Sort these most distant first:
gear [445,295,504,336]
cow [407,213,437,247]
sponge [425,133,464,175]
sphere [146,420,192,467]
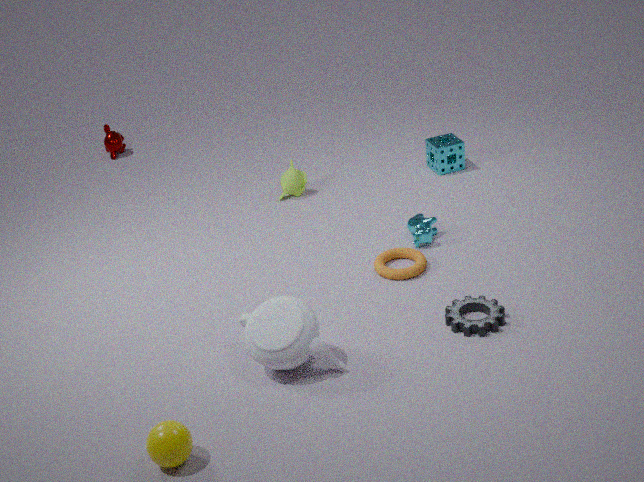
sponge [425,133,464,175]
cow [407,213,437,247]
gear [445,295,504,336]
sphere [146,420,192,467]
